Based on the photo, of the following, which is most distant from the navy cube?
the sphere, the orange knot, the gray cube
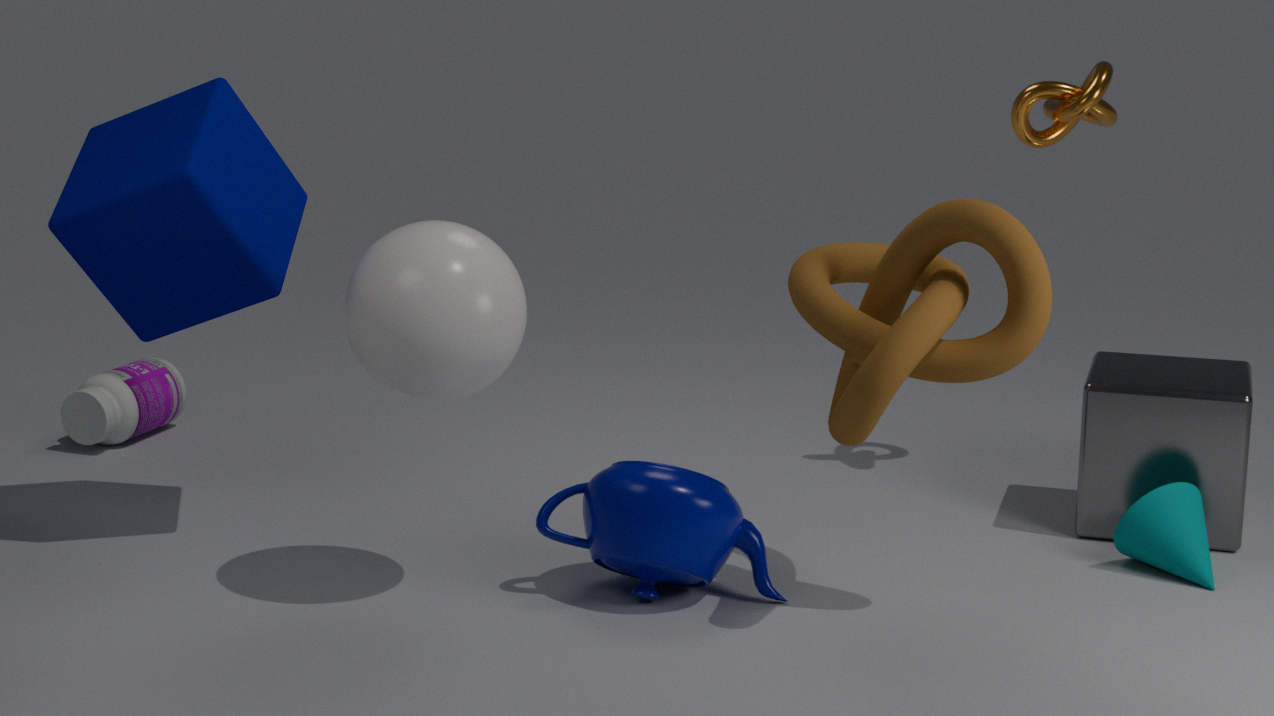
the gray cube
